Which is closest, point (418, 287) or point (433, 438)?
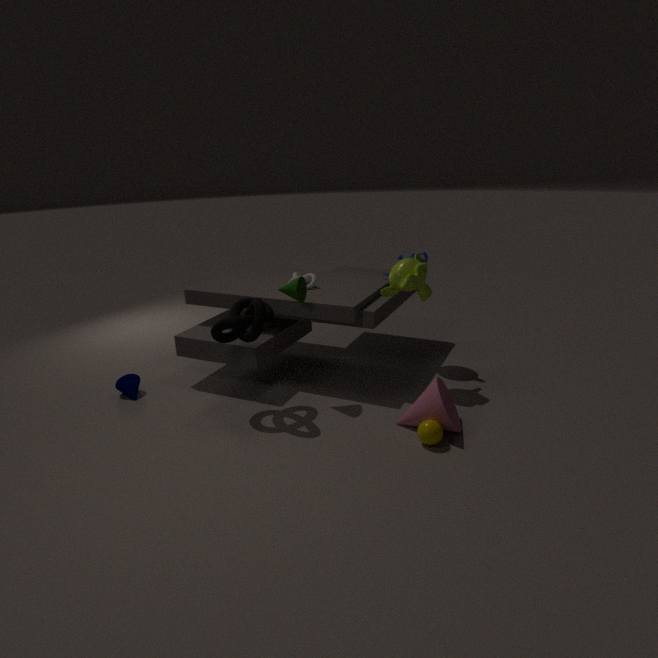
point (433, 438)
